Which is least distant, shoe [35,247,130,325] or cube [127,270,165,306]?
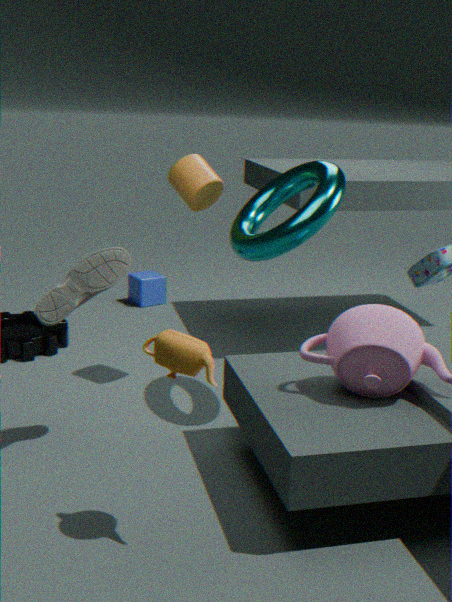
shoe [35,247,130,325]
